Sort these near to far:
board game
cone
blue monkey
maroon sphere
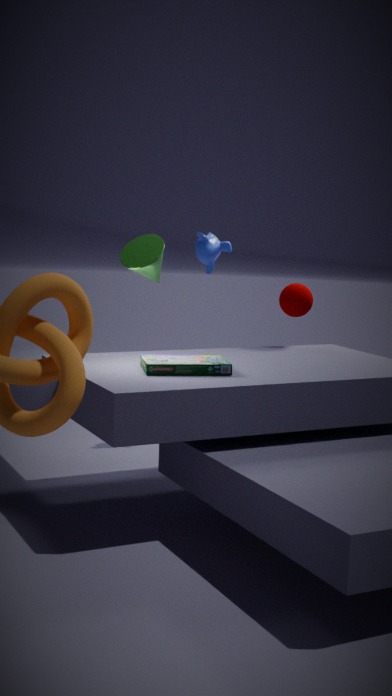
board game < cone < maroon sphere < blue monkey
